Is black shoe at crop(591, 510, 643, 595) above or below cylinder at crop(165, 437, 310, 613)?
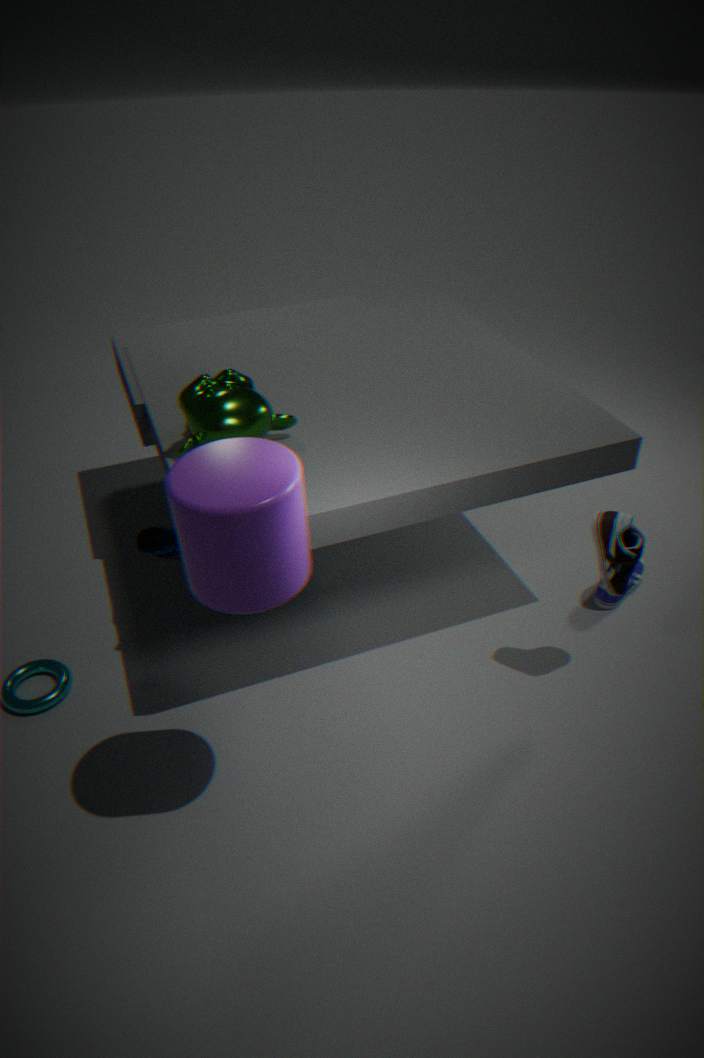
below
